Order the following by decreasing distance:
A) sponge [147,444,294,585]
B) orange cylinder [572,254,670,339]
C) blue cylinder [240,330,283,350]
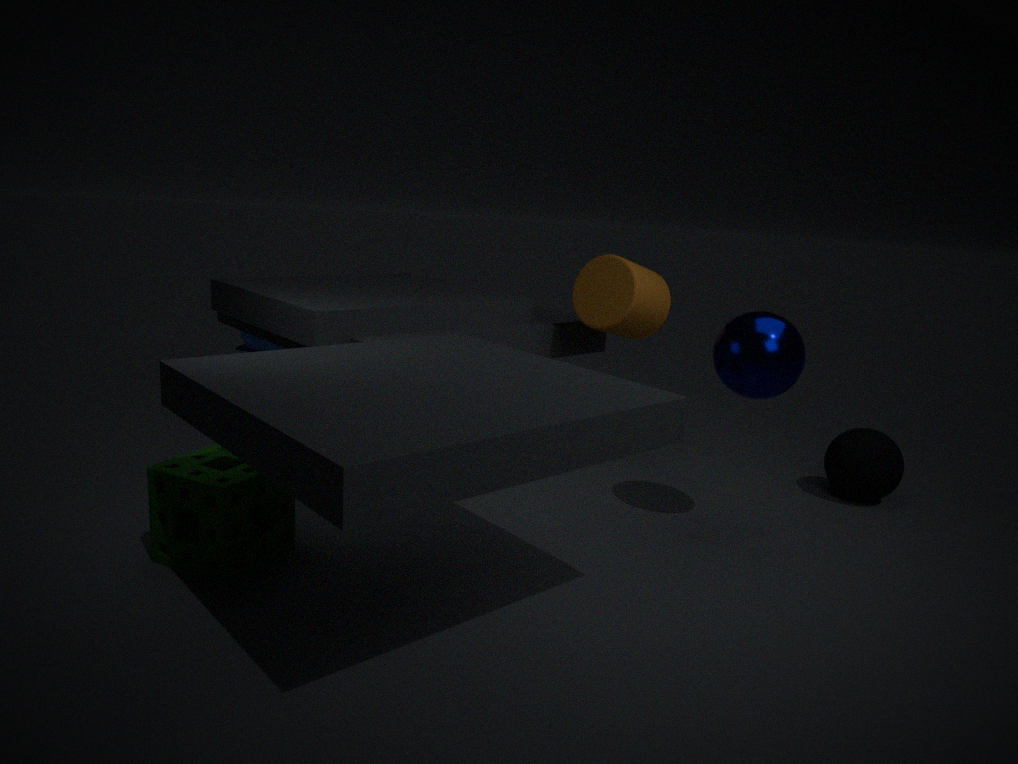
blue cylinder [240,330,283,350] → orange cylinder [572,254,670,339] → sponge [147,444,294,585]
